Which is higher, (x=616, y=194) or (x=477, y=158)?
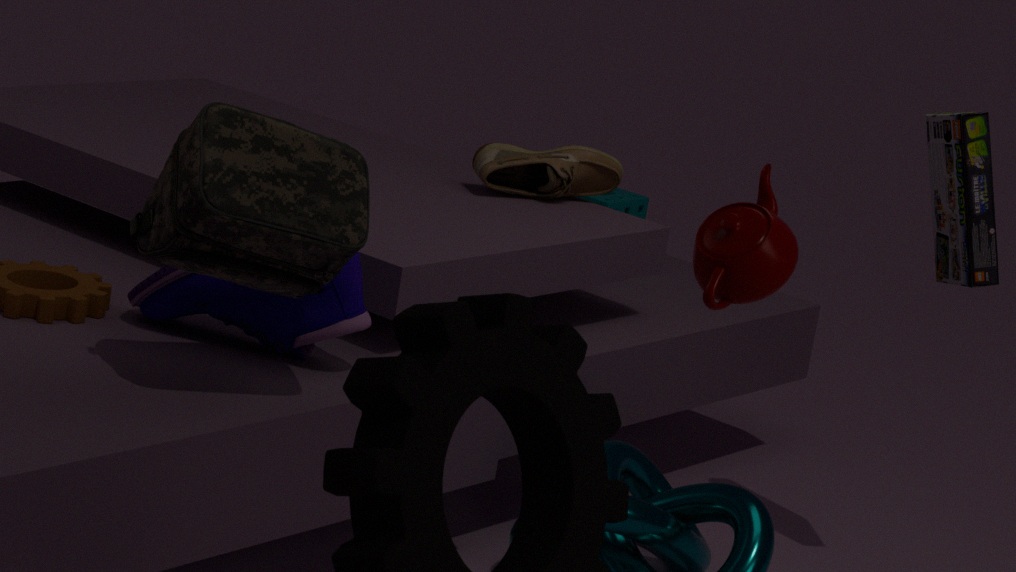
(x=477, y=158)
